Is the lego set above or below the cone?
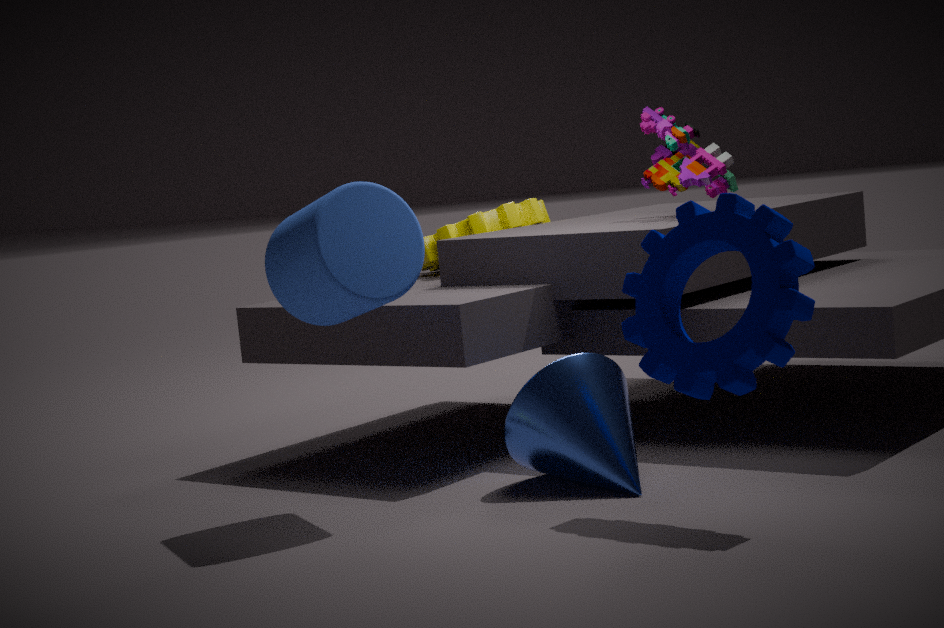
above
